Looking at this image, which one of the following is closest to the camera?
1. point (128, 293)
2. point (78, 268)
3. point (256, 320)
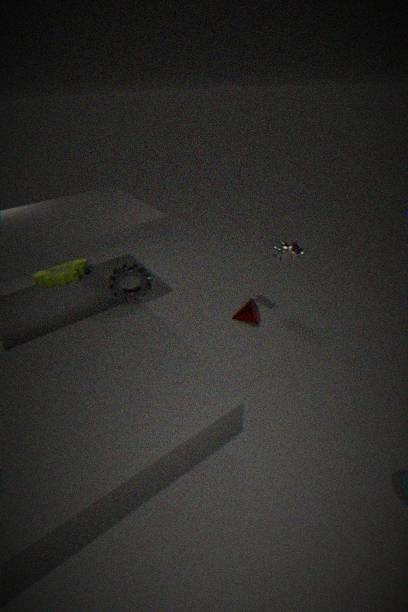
point (128, 293)
